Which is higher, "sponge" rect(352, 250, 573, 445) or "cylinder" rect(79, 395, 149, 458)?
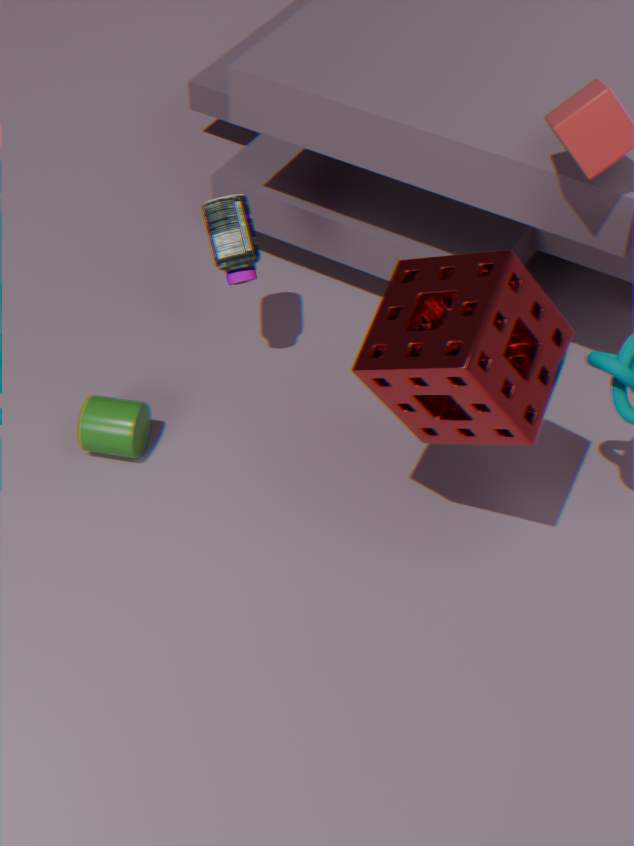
"sponge" rect(352, 250, 573, 445)
